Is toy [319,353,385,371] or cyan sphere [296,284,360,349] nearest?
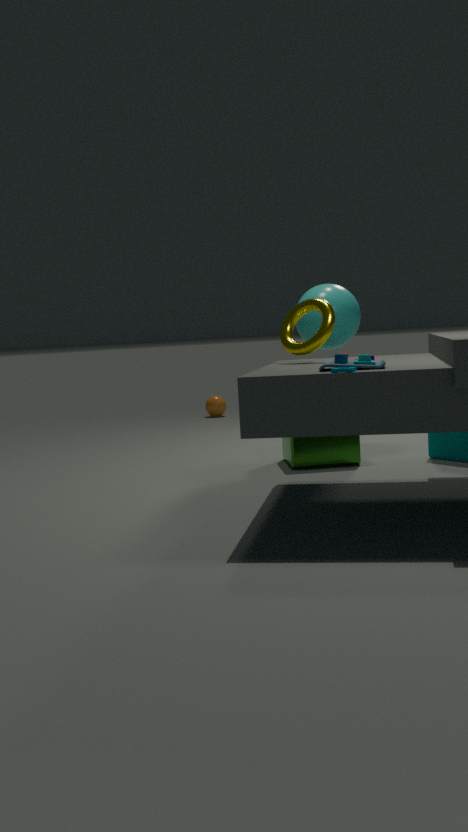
toy [319,353,385,371]
